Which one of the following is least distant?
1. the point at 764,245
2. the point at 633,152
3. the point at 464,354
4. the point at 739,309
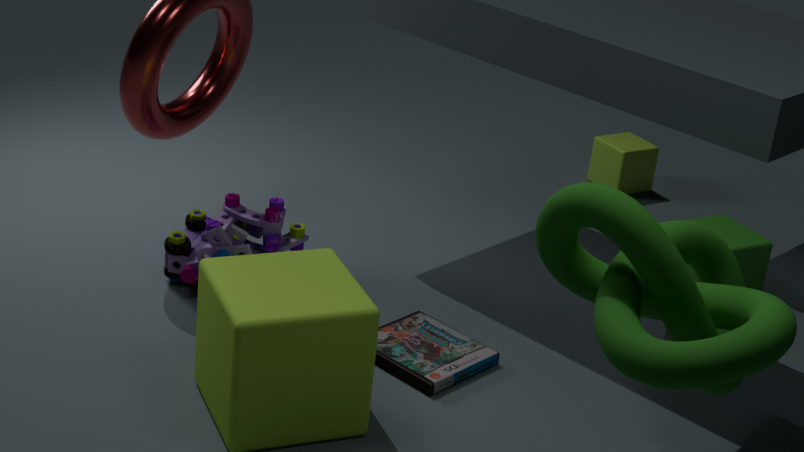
the point at 739,309
